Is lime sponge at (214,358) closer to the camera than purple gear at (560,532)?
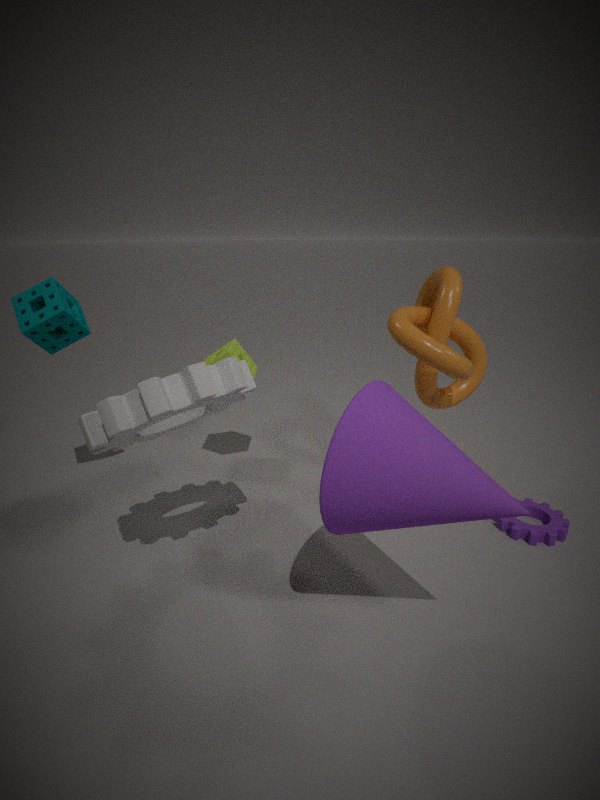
No
